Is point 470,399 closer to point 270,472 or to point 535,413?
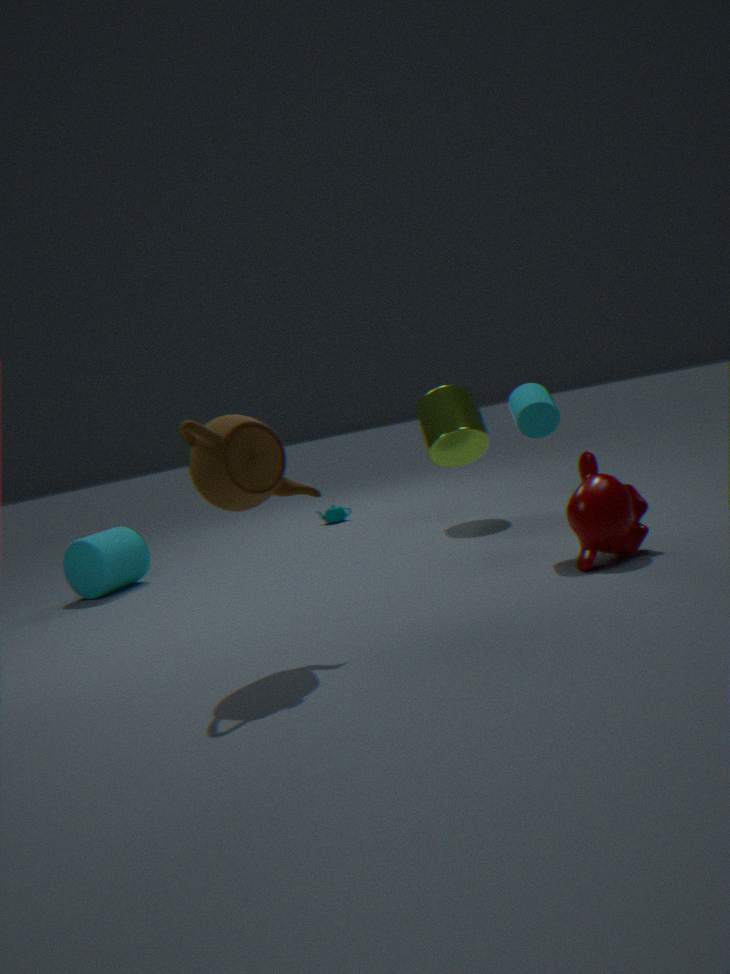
point 535,413
